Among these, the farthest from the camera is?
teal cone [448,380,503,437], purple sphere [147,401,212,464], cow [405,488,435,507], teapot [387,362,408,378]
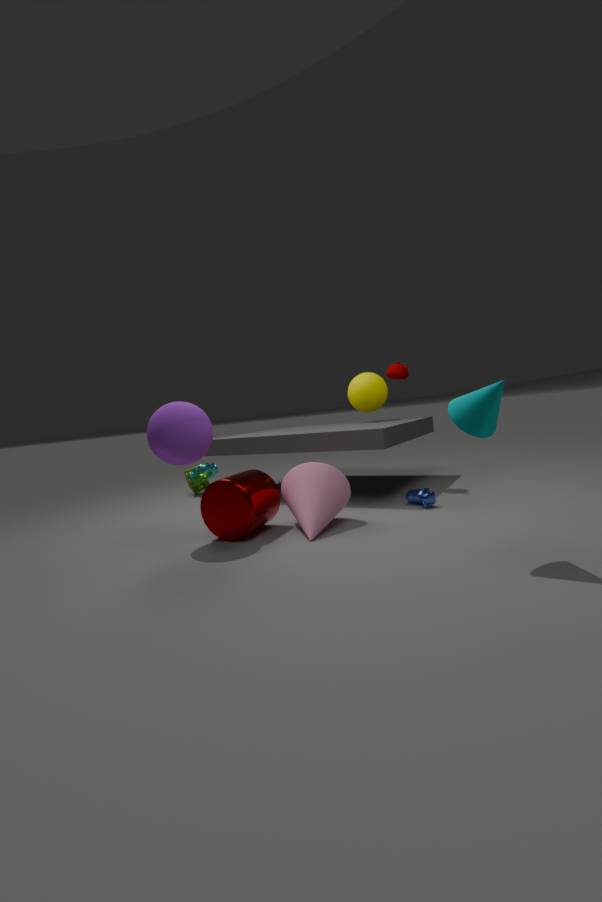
teapot [387,362,408,378]
